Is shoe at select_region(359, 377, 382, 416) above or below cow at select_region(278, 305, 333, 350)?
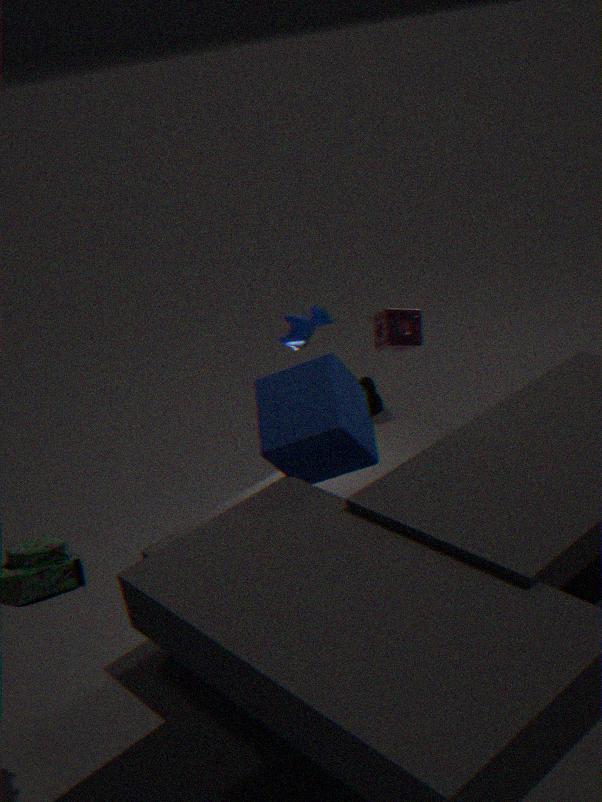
below
